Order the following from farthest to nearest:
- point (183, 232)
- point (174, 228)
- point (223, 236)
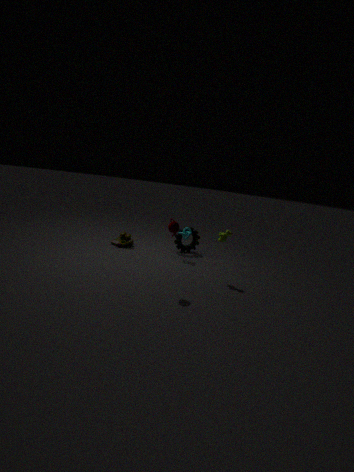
point (183, 232)
point (223, 236)
point (174, 228)
